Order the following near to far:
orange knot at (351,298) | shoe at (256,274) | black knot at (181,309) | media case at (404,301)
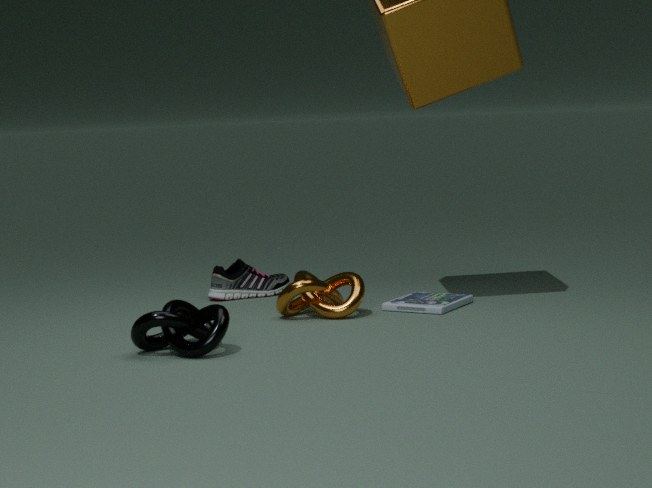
black knot at (181,309) → orange knot at (351,298) → media case at (404,301) → shoe at (256,274)
